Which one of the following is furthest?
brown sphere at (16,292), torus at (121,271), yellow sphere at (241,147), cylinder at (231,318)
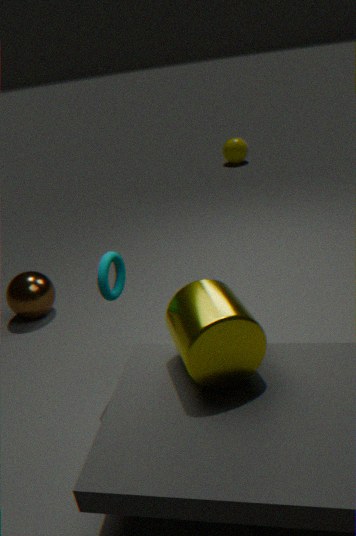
yellow sphere at (241,147)
